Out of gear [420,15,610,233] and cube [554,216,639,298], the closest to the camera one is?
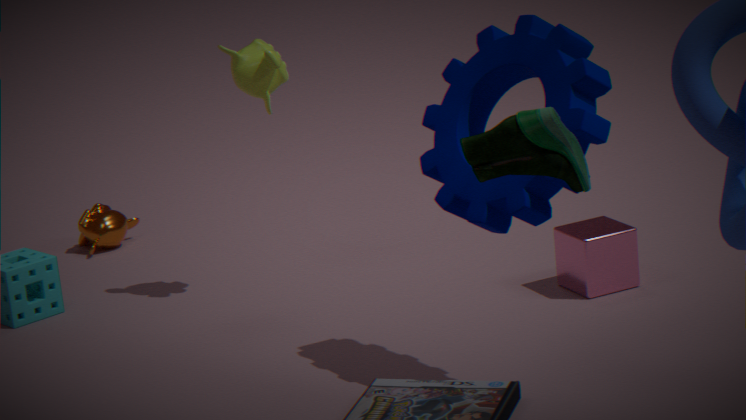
gear [420,15,610,233]
